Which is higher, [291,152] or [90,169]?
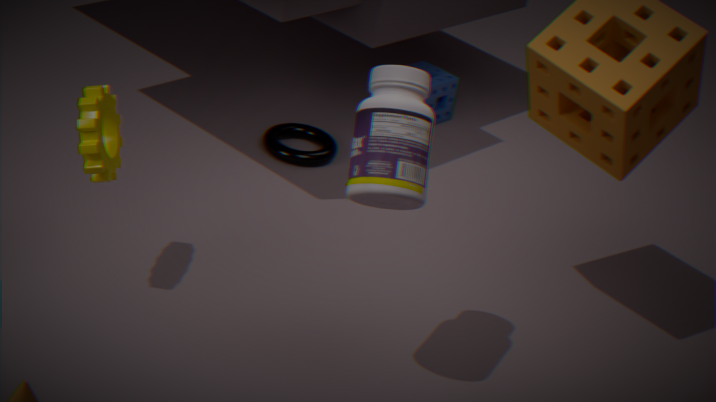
[90,169]
